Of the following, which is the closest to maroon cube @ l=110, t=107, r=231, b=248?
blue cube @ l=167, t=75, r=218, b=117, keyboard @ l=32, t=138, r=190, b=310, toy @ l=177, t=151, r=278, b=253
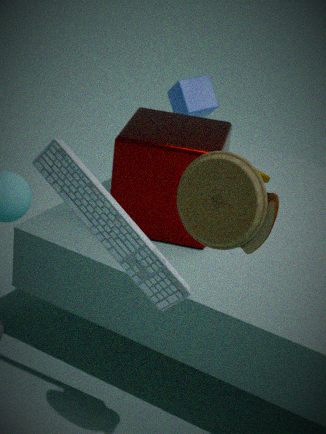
keyboard @ l=32, t=138, r=190, b=310
